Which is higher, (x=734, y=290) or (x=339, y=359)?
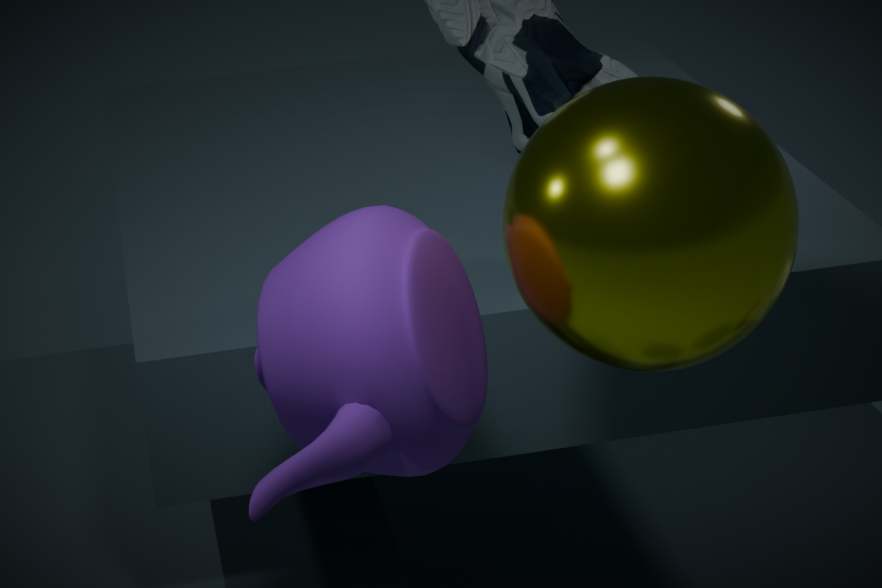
(x=734, y=290)
